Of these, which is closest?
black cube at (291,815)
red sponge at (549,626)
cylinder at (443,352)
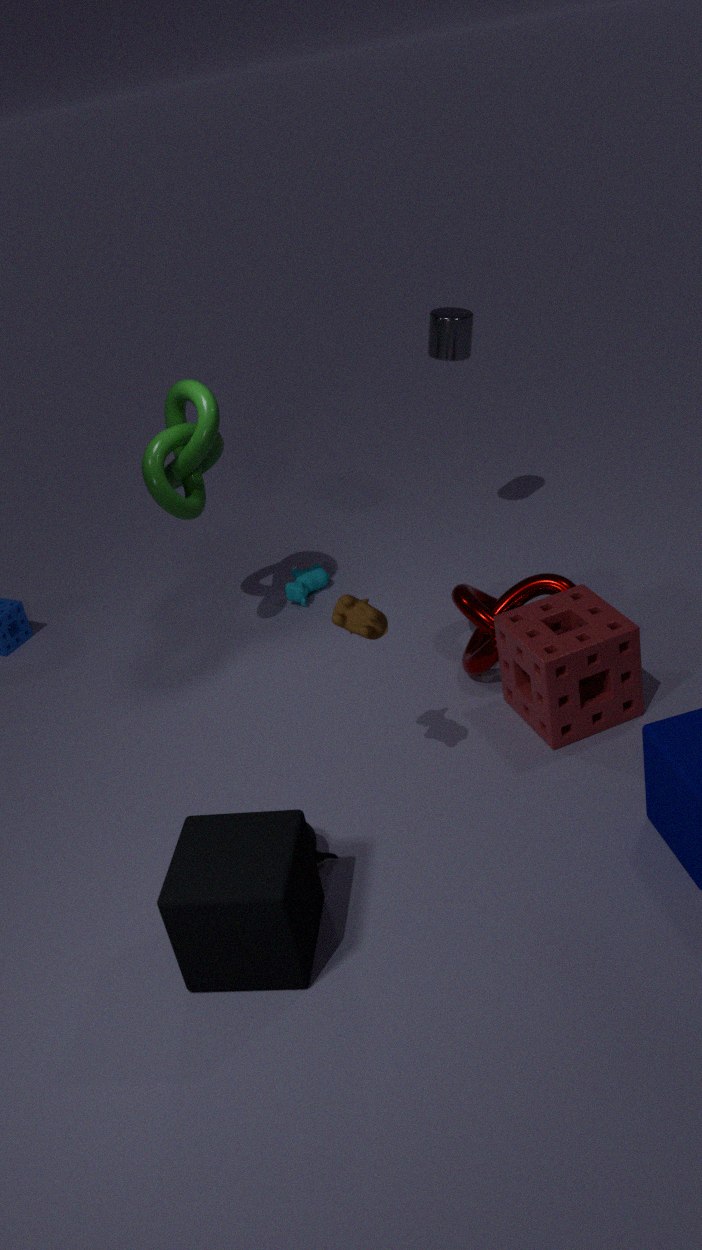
black cube at (291,815)
